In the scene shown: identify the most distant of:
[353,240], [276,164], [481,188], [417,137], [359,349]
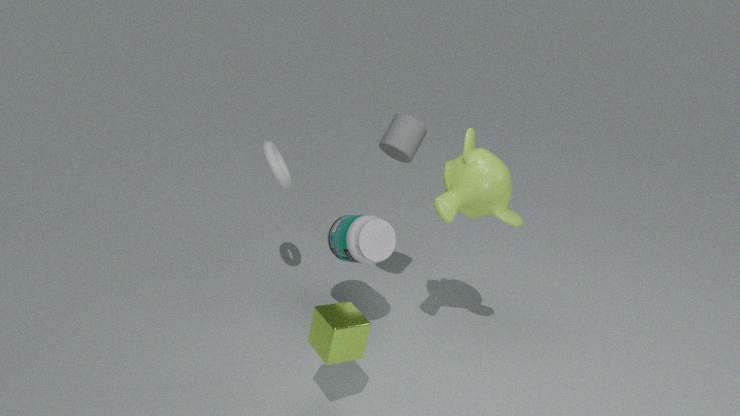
[276,164]
